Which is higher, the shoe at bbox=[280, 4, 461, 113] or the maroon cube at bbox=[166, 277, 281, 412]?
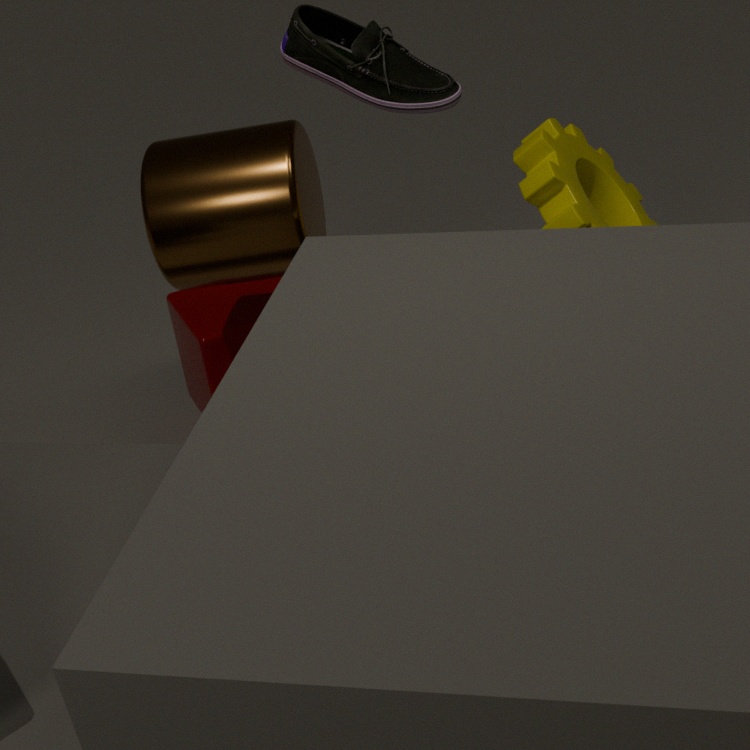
the shoe at bbox=[280, 4, 461, 113]
